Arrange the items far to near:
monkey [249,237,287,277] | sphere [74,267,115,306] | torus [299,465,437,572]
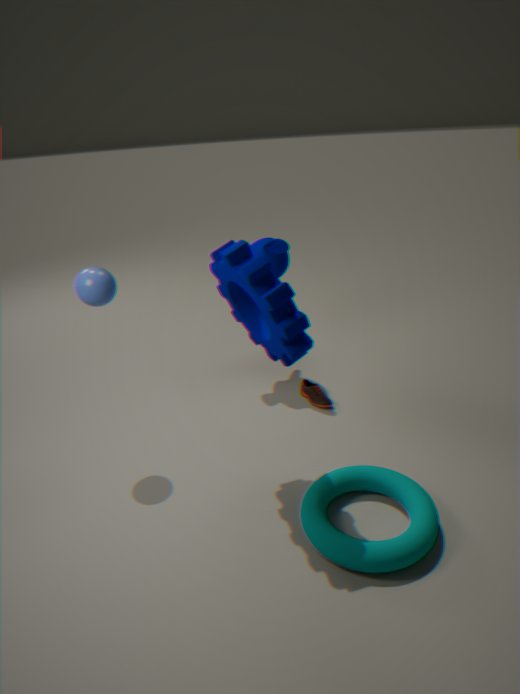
1. monkey [249,237,287,277]
2. sphere [74,267,115,306]
3. torus [299,465,437,572]
